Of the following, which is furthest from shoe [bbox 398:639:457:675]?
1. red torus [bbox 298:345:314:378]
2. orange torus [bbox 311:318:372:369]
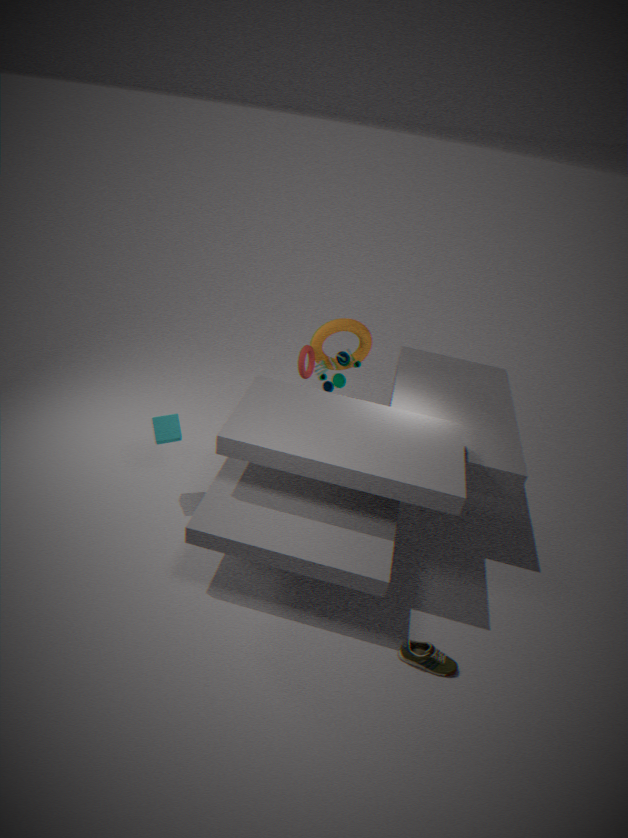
orange torus [bbox 311:318:372:369]
